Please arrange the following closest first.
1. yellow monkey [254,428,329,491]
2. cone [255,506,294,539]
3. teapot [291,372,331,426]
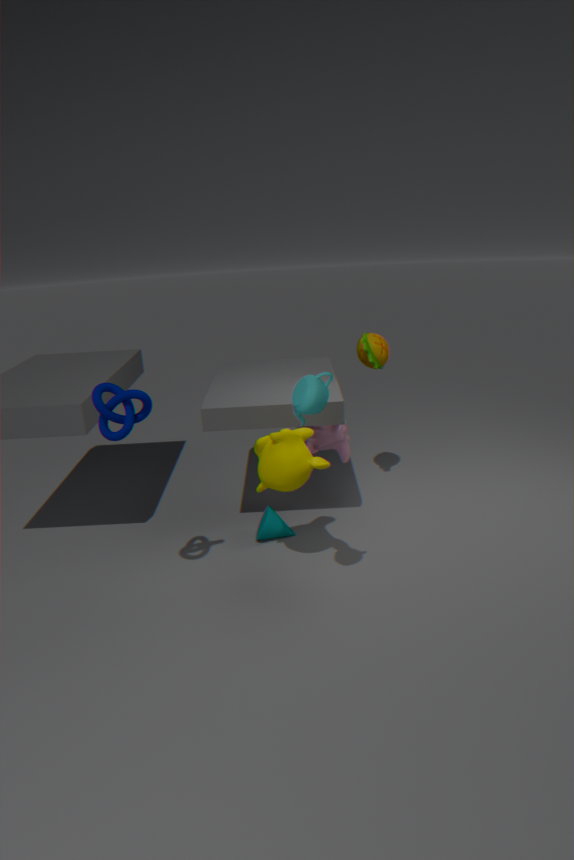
teapot [291,372,331,426], yellow monkey [254,428,329,491], cone [255,506,294,539]
